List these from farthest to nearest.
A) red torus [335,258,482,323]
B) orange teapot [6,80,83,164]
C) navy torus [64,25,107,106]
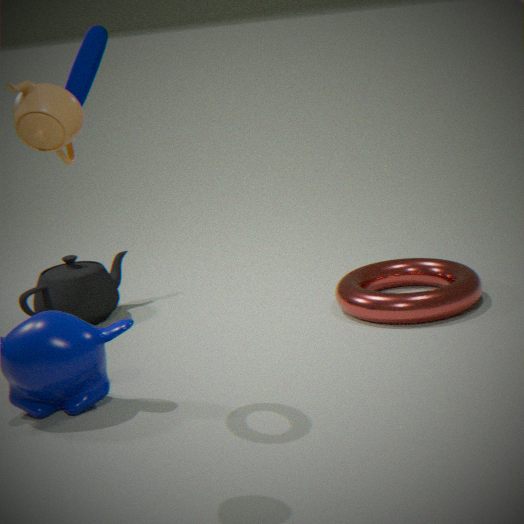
red torus [335,258,482,323], navy torus [64,25,107,106], orange teapot [6,80,83,164]
